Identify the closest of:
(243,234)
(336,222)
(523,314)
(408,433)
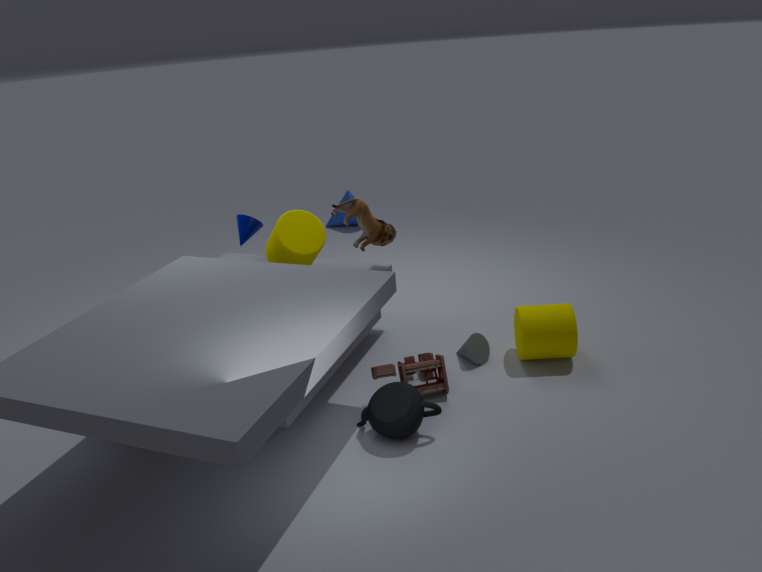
(408,433)
